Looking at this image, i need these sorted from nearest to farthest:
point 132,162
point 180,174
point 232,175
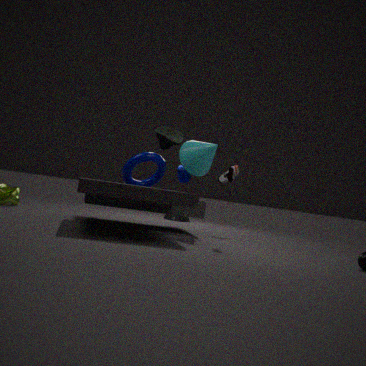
point 232,175, point 132,162, point 180,174
